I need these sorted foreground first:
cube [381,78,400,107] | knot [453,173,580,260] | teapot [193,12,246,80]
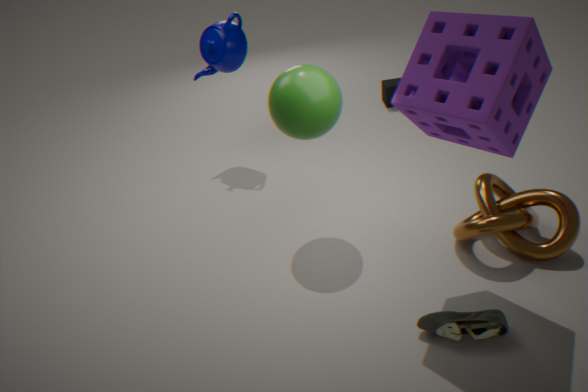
knot [453,173,580,260] → teapot [193,12,246,80] → cube [381,78,400,107]
